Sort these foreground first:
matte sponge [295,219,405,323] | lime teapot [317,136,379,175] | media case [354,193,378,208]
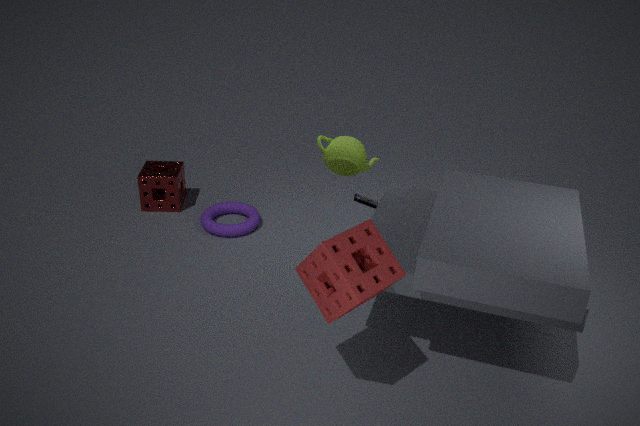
matte sponge [295,219,405,323], lime teapot [317,136,379,175], media case [354,193,378,208]
